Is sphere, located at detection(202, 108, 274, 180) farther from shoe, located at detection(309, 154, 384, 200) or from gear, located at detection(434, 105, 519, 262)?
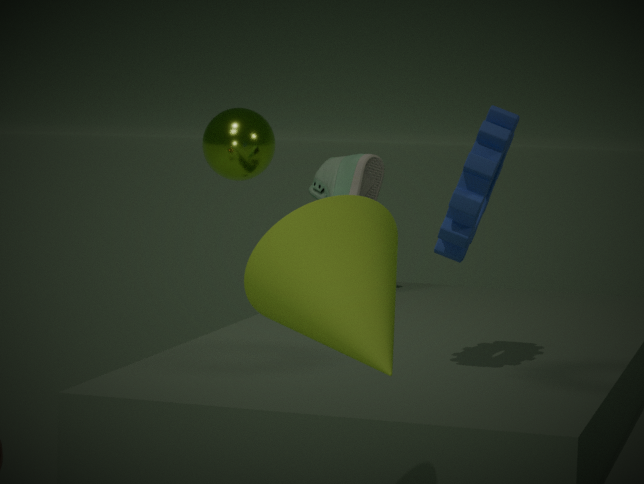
gear, located at detection(434, 105, 519, 262)
